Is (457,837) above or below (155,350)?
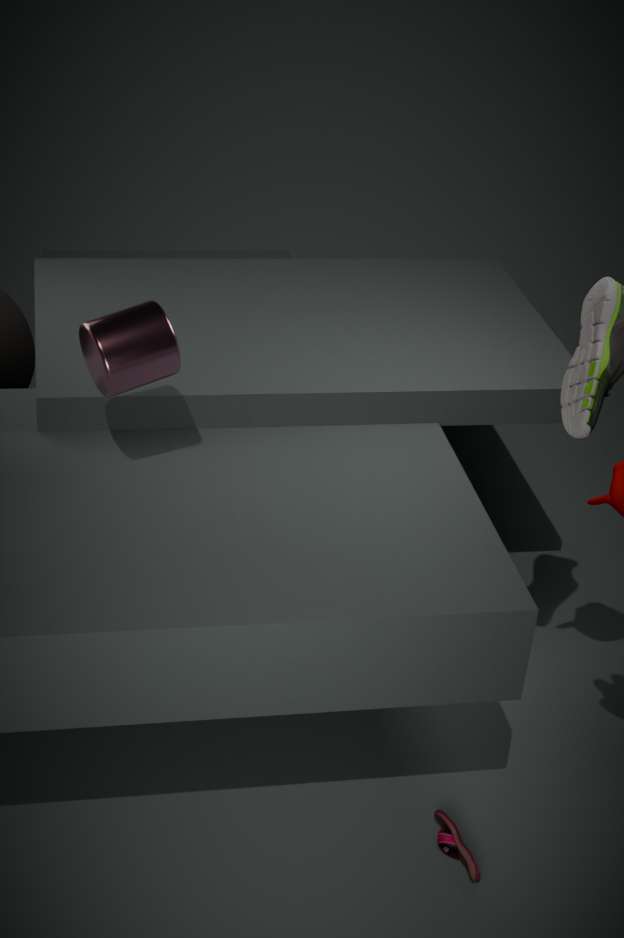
below
